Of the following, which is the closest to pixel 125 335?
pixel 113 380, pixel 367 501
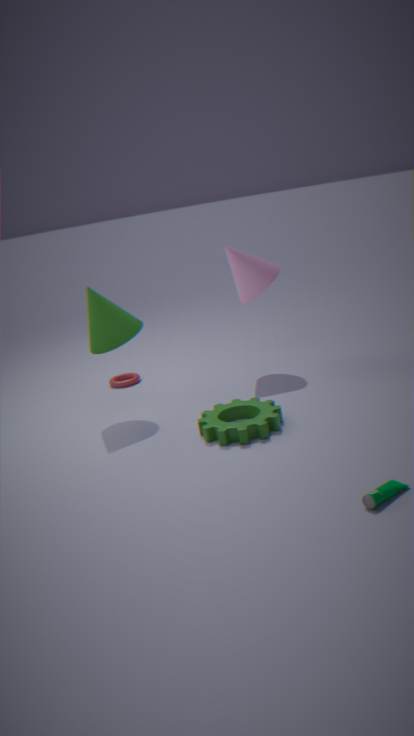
pixel 113 380
